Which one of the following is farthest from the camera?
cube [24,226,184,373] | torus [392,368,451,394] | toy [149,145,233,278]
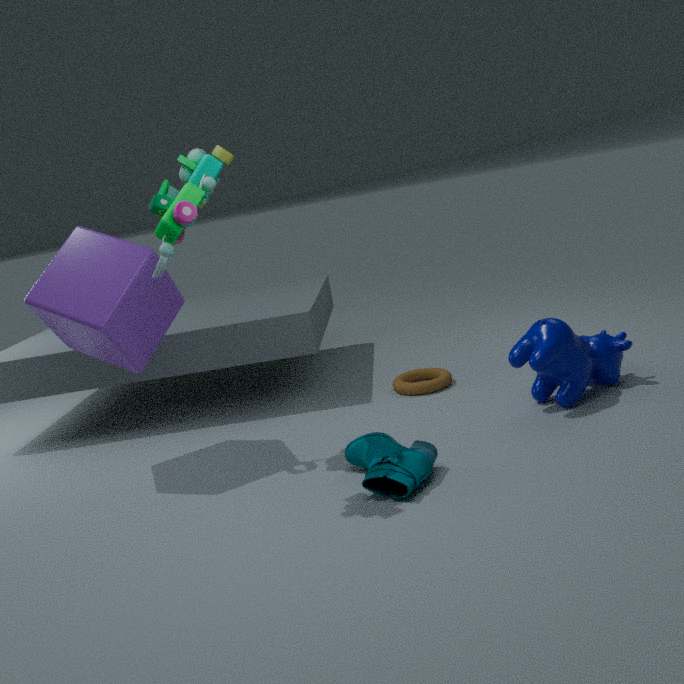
torus [392,368,451,394]
